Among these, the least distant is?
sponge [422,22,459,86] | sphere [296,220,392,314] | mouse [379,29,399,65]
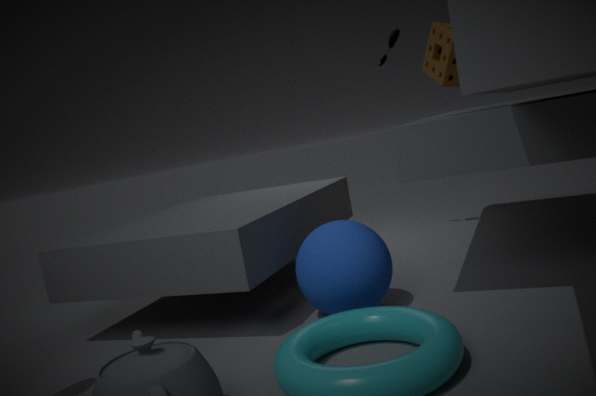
sponge [422,22,459,86]
